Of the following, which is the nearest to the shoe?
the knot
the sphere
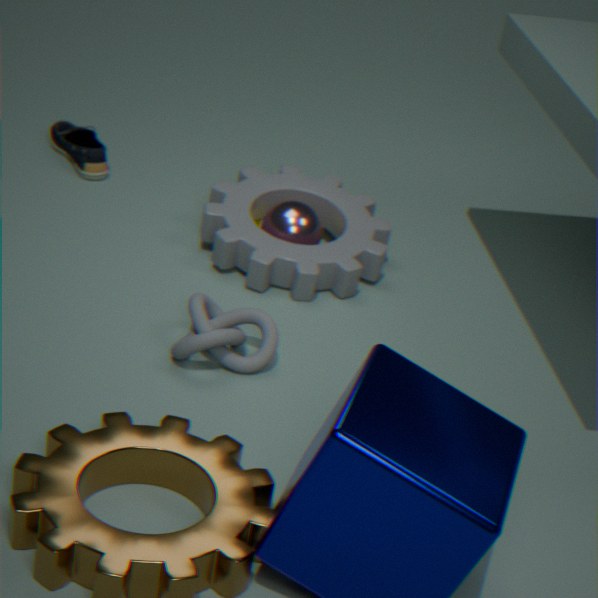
the sphere
